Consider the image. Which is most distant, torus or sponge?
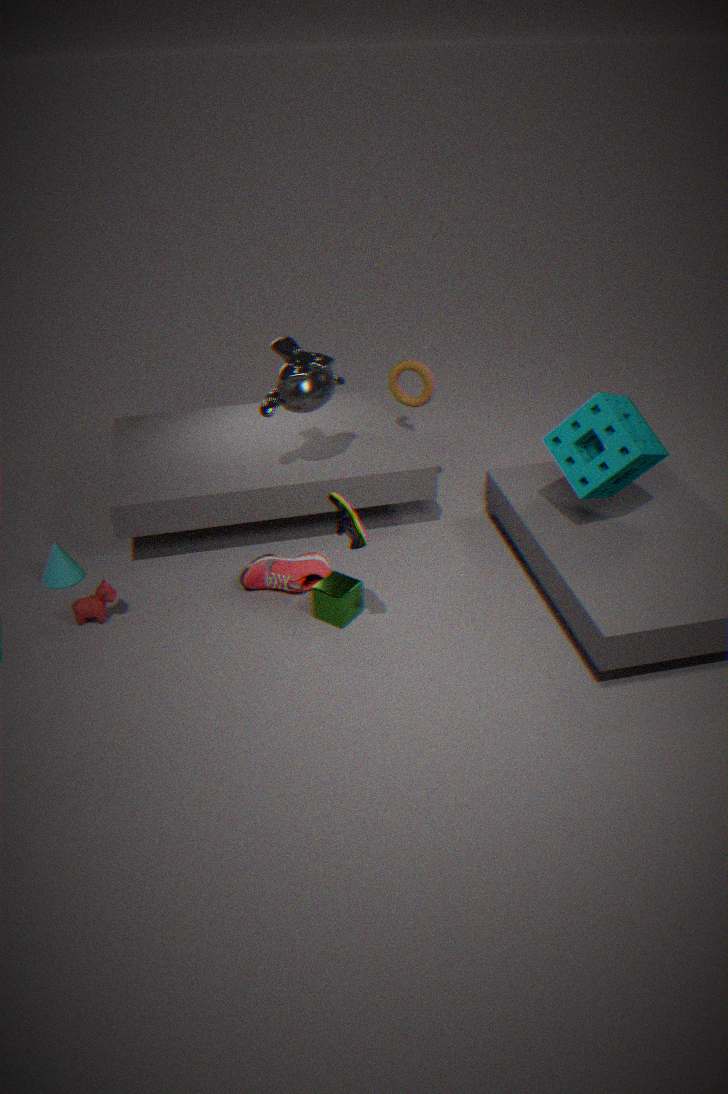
torus
